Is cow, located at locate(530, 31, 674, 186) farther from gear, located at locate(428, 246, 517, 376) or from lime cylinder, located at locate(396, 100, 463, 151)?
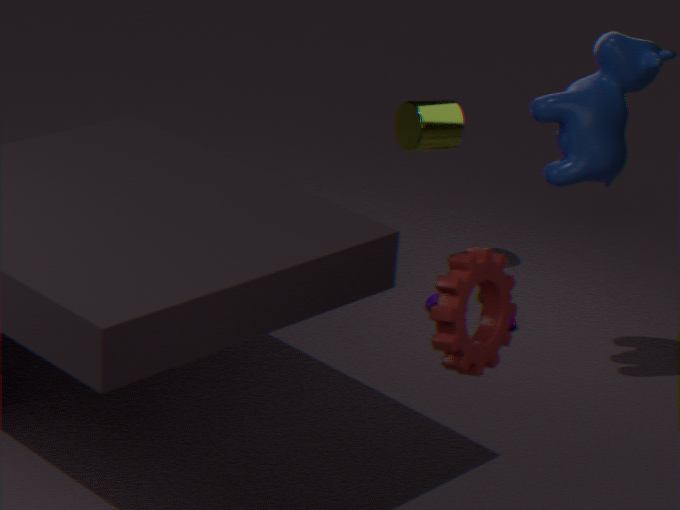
gear, located at locate(428, 246, 517, 376)
